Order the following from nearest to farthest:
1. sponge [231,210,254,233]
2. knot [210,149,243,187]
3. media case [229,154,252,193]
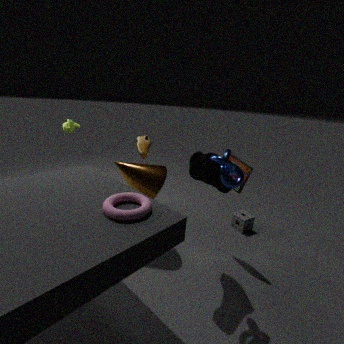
knot [210,149,243,187] → media case [229,154,252,193] → sponge [231,210,254,233]
